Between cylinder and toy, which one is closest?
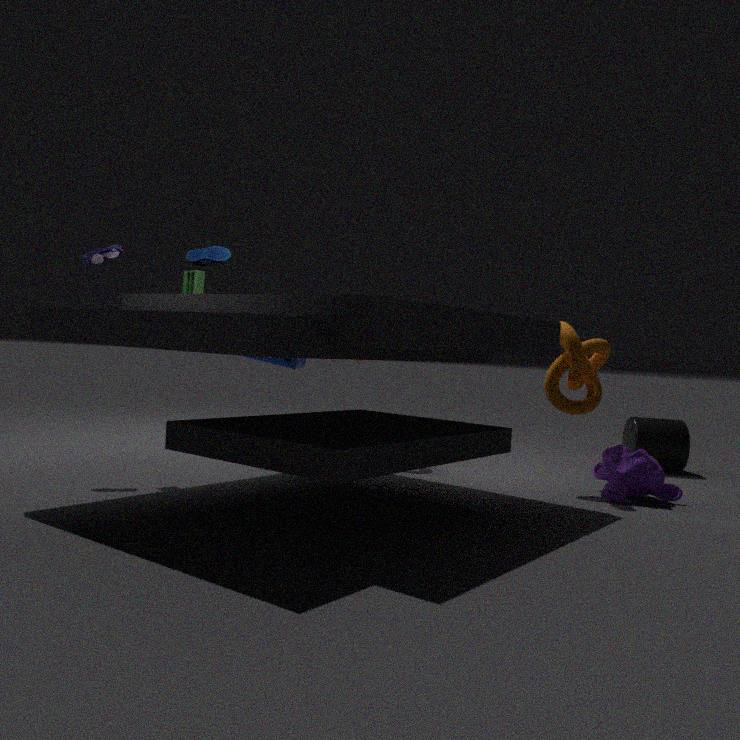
toy
